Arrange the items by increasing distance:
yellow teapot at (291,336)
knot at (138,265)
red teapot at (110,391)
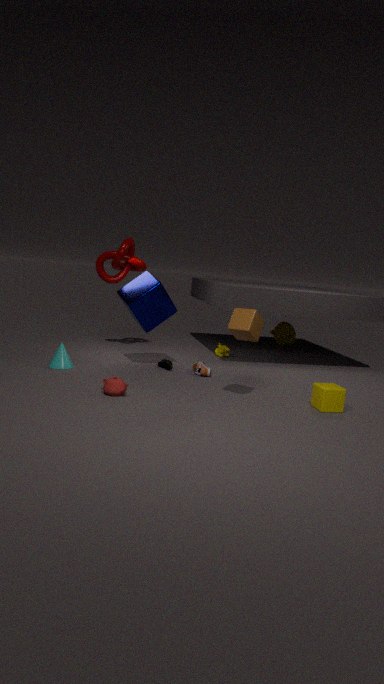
red teapot at (110,391)
knot at (138,265)
yellow teapot at (291,336)
